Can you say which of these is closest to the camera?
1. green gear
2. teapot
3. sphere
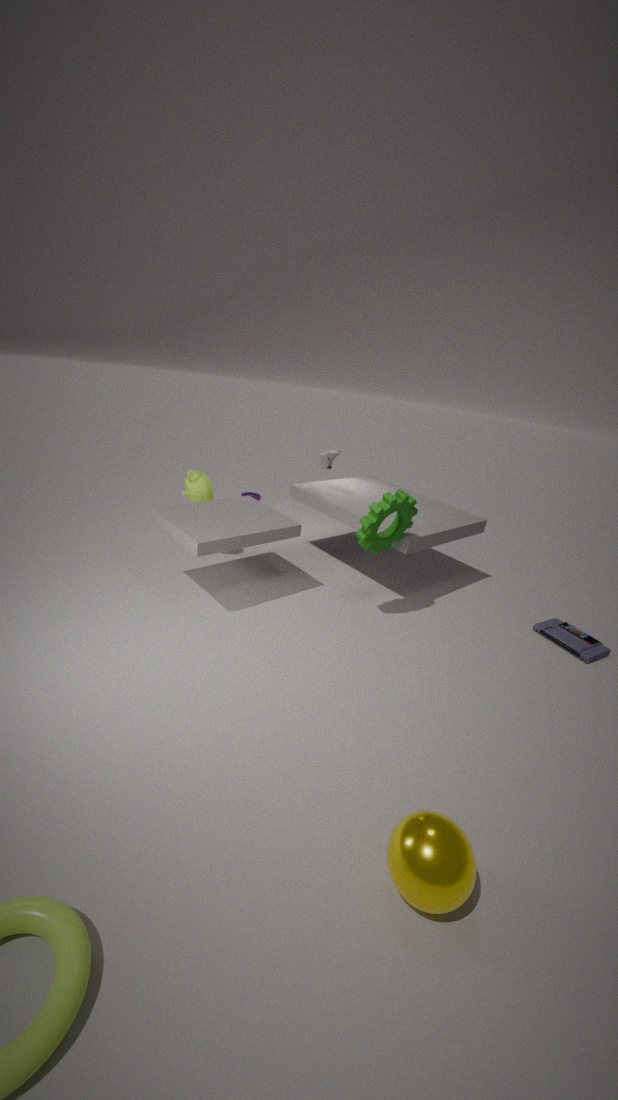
sphere
